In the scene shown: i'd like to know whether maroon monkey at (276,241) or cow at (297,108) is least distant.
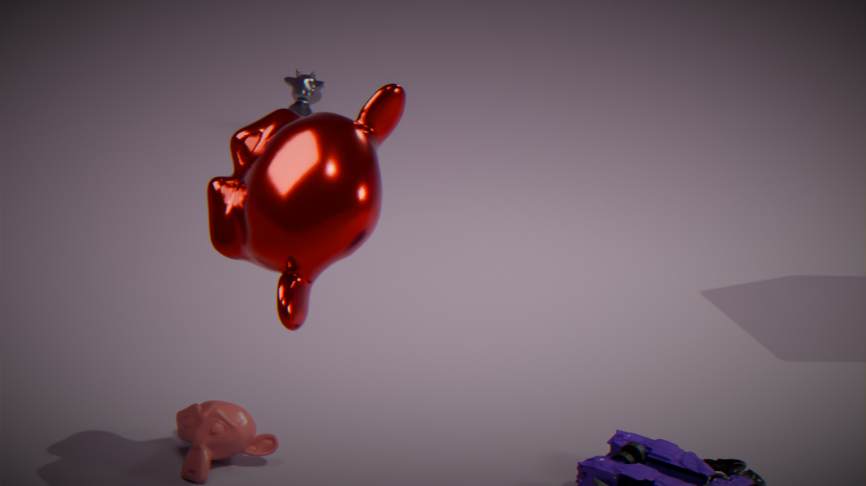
maroon monkey at (276,241)
